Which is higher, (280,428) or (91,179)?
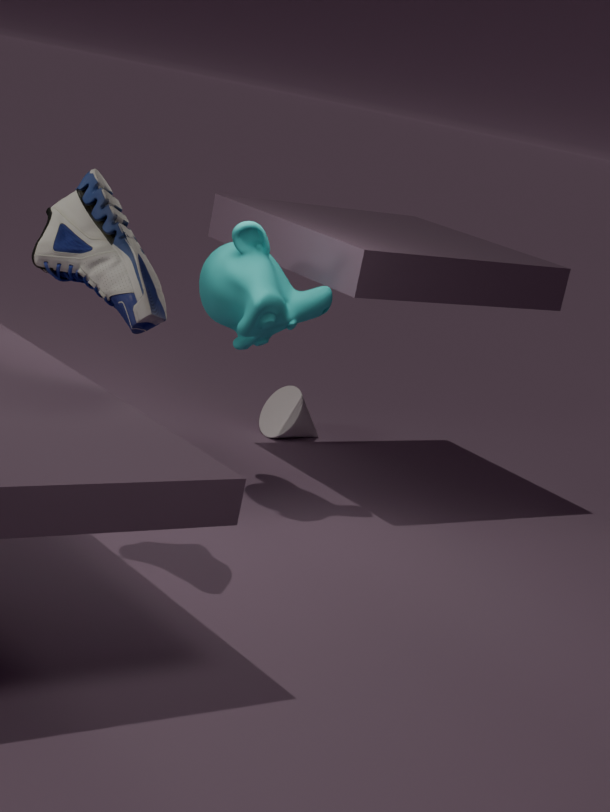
(91,179)
